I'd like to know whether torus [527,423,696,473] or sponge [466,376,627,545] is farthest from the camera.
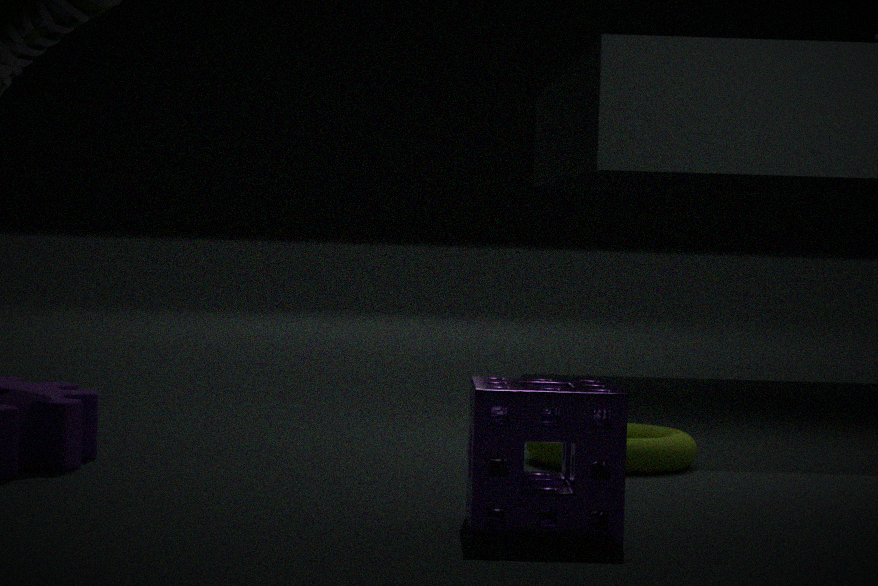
torus [527,423,696,473]
